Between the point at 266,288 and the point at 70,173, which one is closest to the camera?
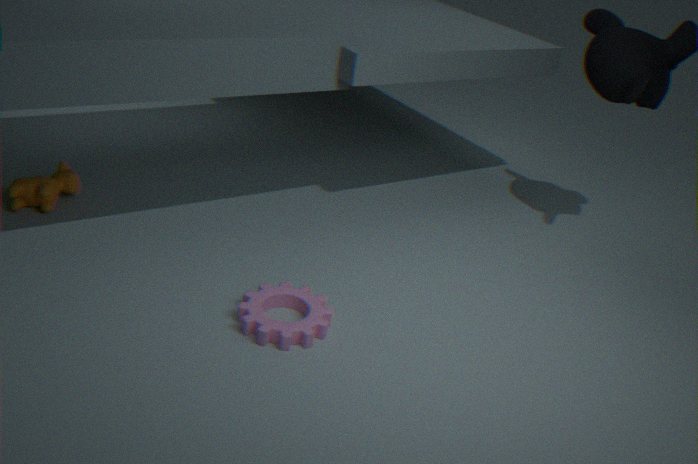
the point at 266,288
